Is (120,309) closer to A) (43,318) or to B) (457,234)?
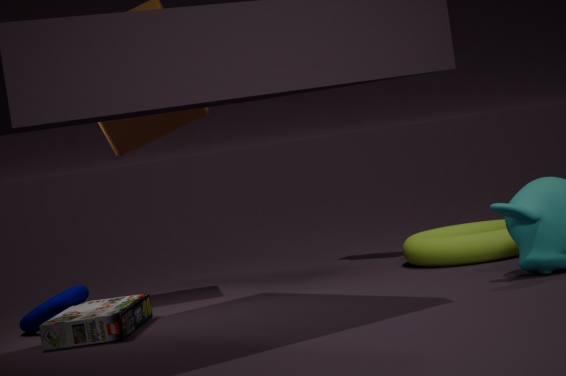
A) (43,318)
